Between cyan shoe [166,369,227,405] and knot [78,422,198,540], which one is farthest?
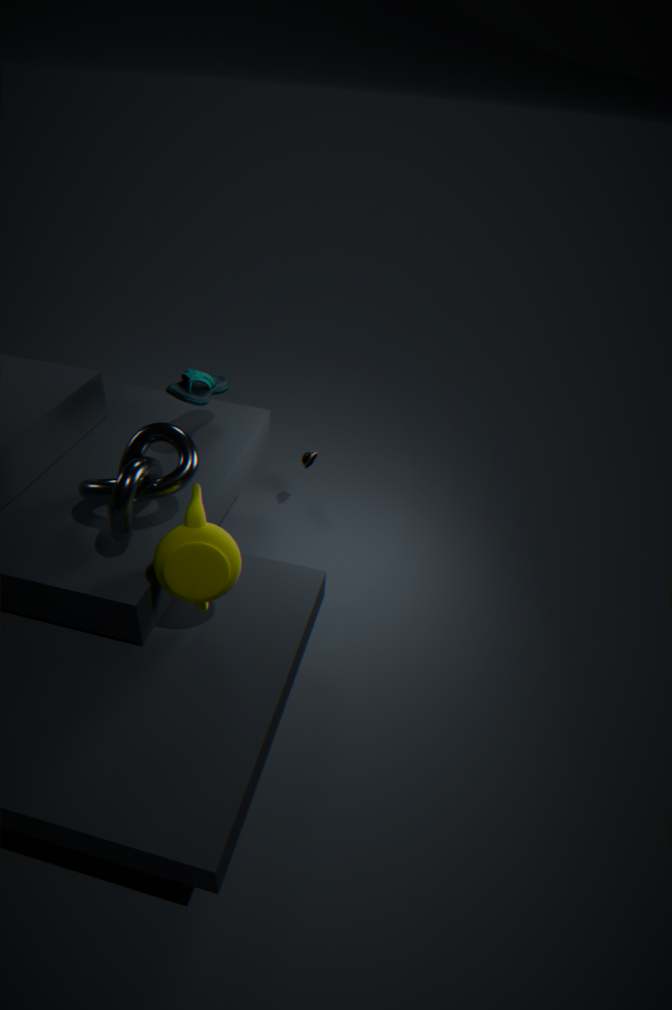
cyan shoe [166,369,227,405]
